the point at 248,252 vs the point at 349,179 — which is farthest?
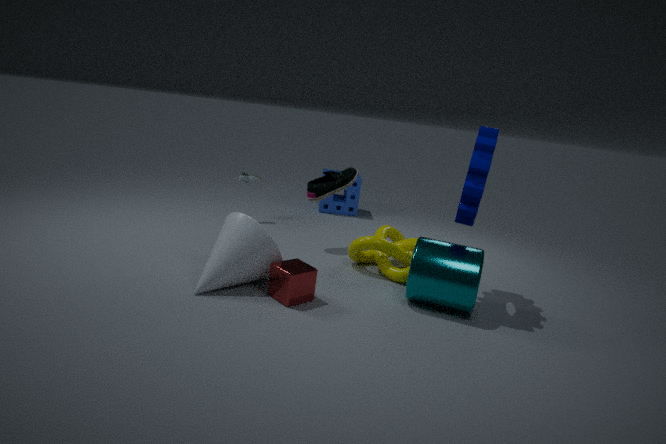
the point at 349,179
